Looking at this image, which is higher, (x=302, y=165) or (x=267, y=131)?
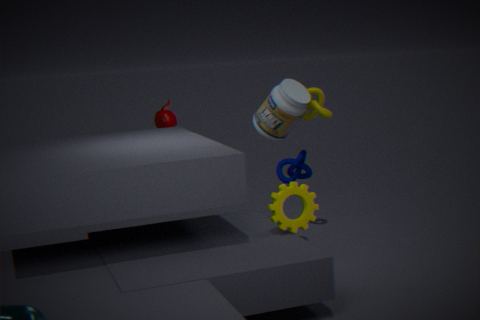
(x=267, y=131)
